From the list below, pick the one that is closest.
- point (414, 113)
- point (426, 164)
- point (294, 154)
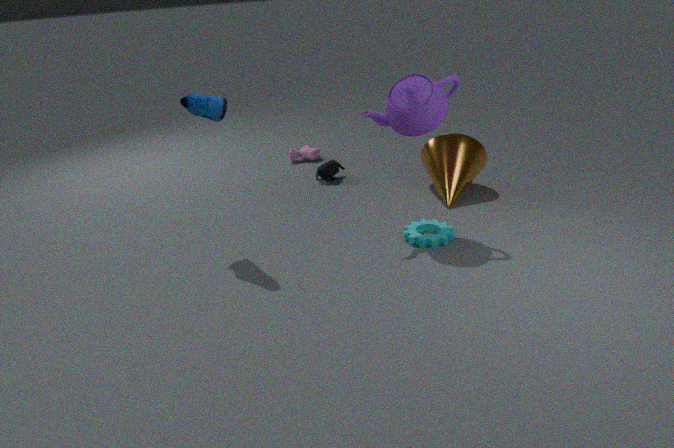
point (414, 113)
